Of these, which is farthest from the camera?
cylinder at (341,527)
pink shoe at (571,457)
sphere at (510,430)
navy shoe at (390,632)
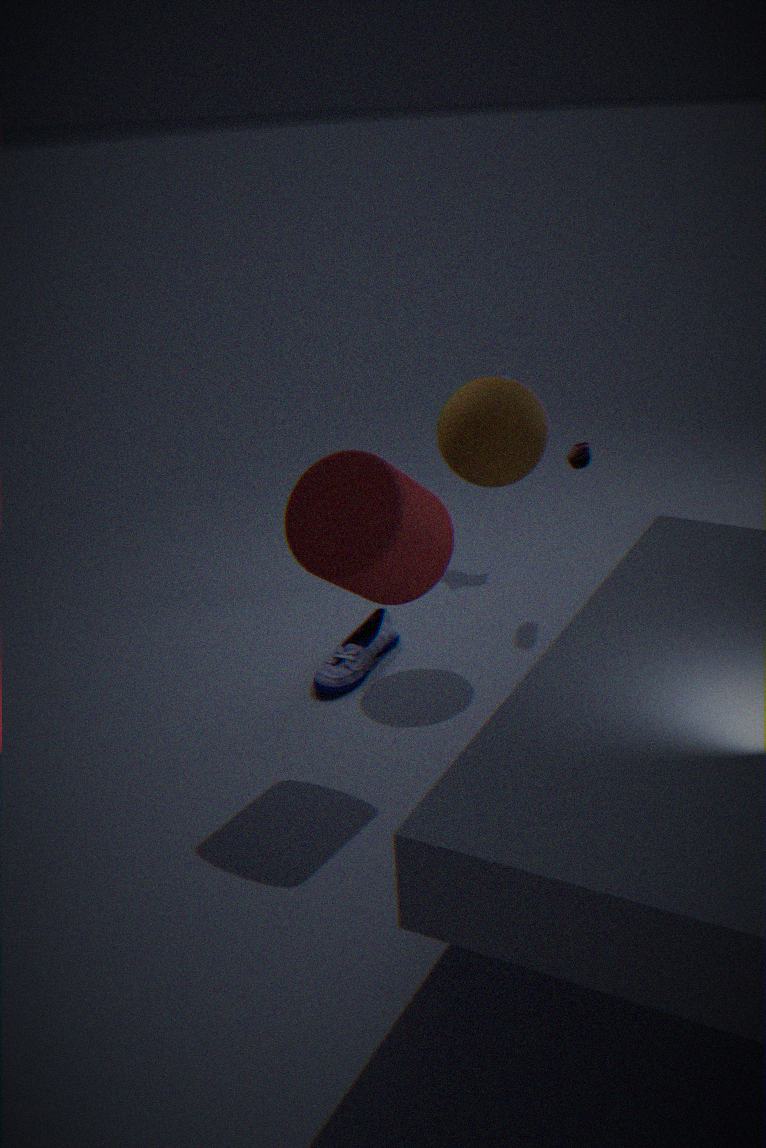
pink shoe at (571,457)
